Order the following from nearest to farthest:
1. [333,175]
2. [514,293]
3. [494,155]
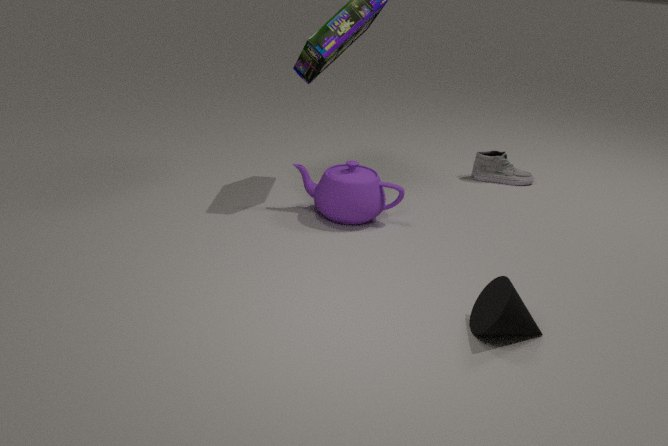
[514,293], [333,175], [494,155]
